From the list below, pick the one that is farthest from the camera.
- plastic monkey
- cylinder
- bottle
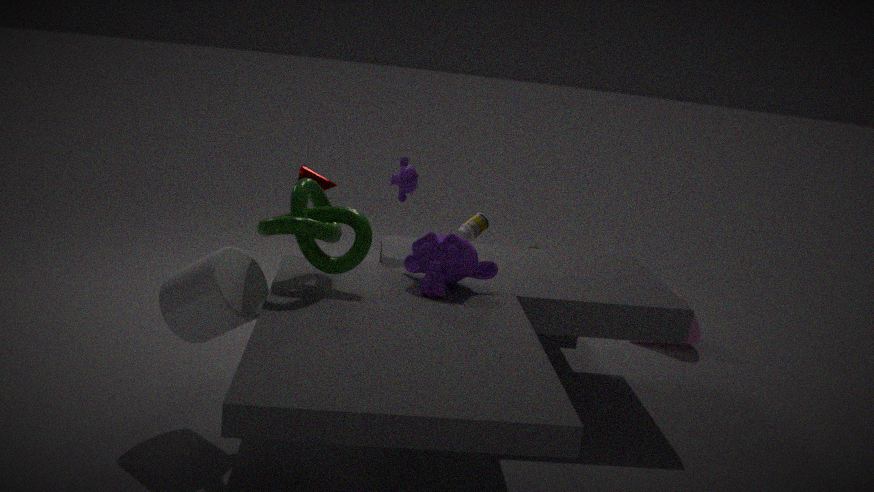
bottle
